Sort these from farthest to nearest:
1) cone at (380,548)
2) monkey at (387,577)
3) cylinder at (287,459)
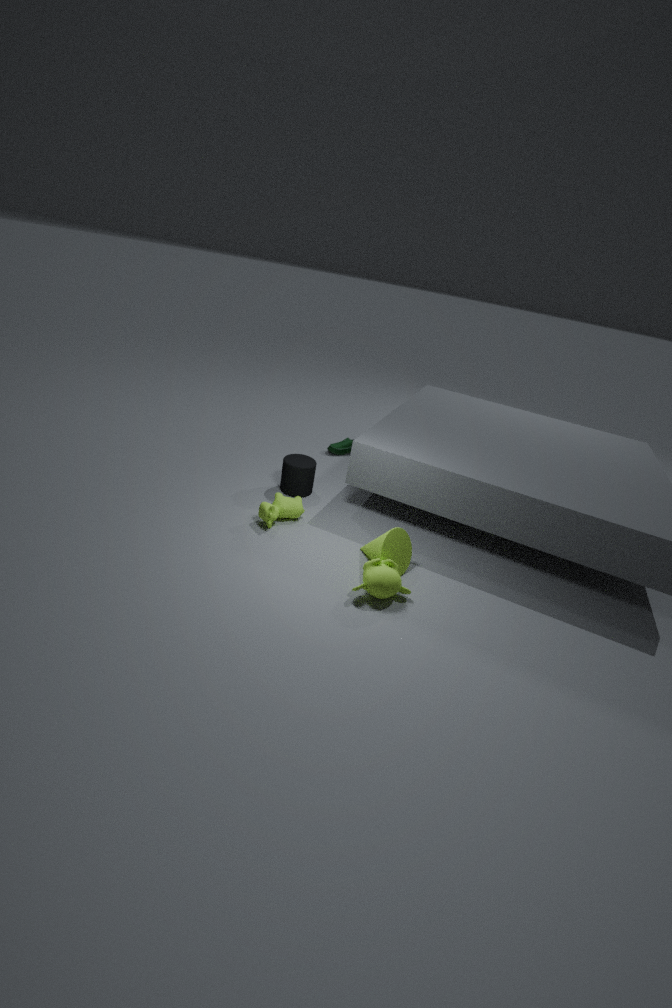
1. 3. cylinder at (287,459)
2. 1. cone at (380,548)
3. 2. monkey at (387,577)
